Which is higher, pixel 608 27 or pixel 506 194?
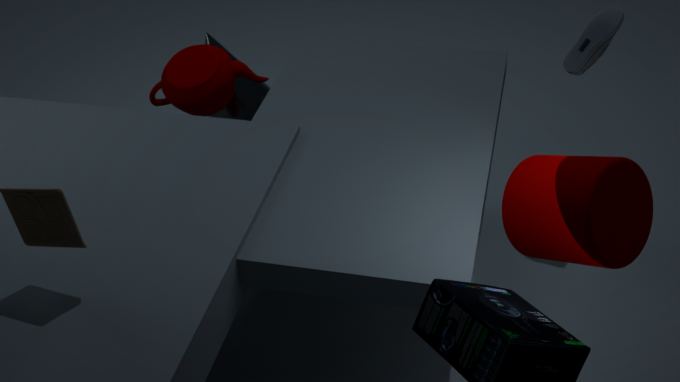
pixel 608 27
